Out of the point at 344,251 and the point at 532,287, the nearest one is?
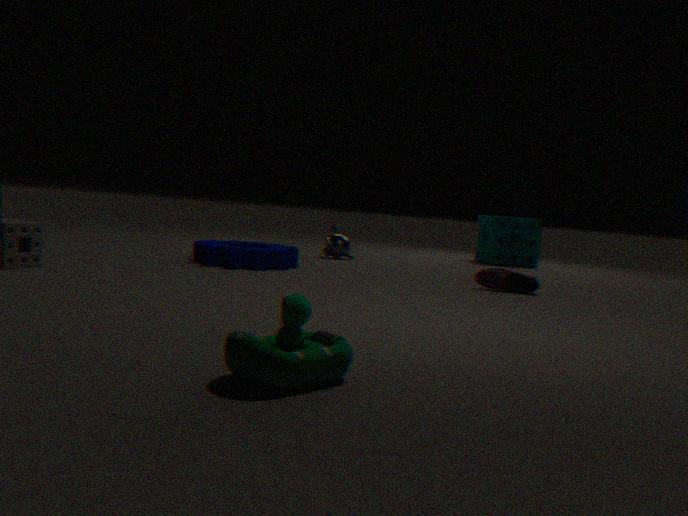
the point at 532,287
